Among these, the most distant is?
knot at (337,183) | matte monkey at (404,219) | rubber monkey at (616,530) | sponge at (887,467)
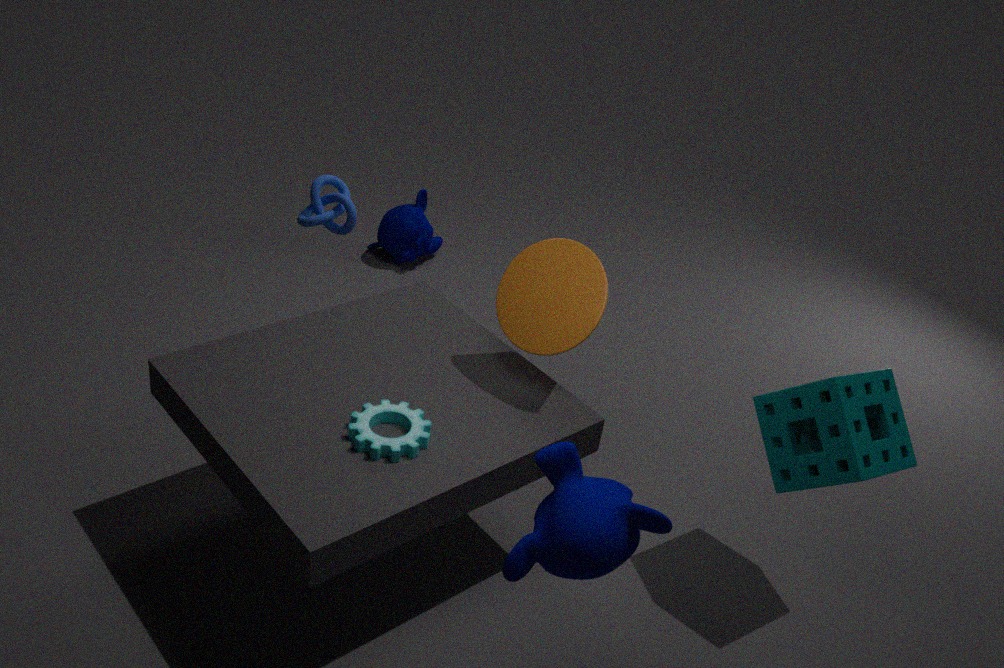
matte monkey at (404,219)
